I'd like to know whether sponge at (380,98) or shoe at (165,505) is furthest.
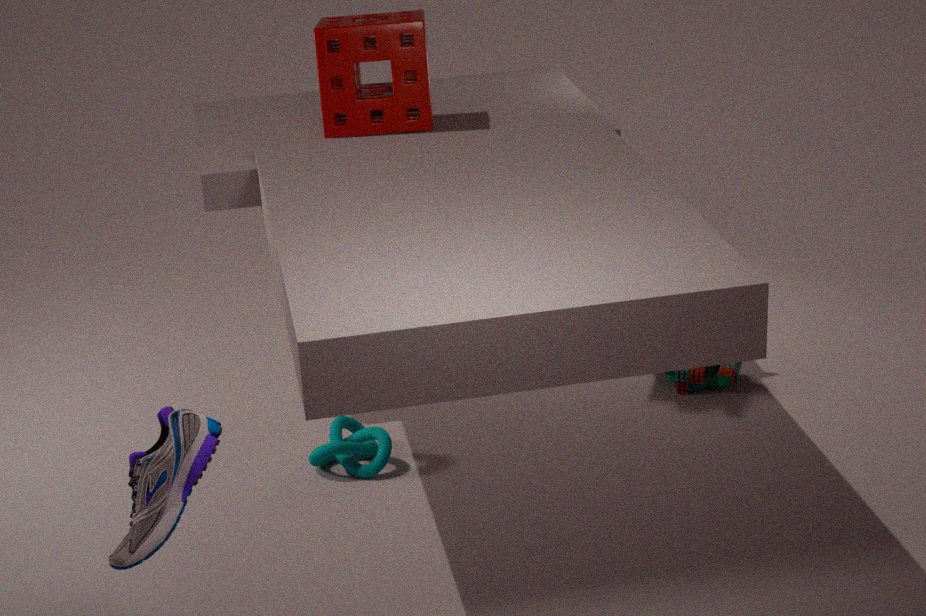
sponge at (380,98)
